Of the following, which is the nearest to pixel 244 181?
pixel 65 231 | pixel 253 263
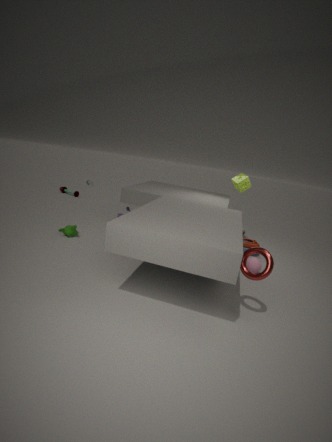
pixel 253 263
